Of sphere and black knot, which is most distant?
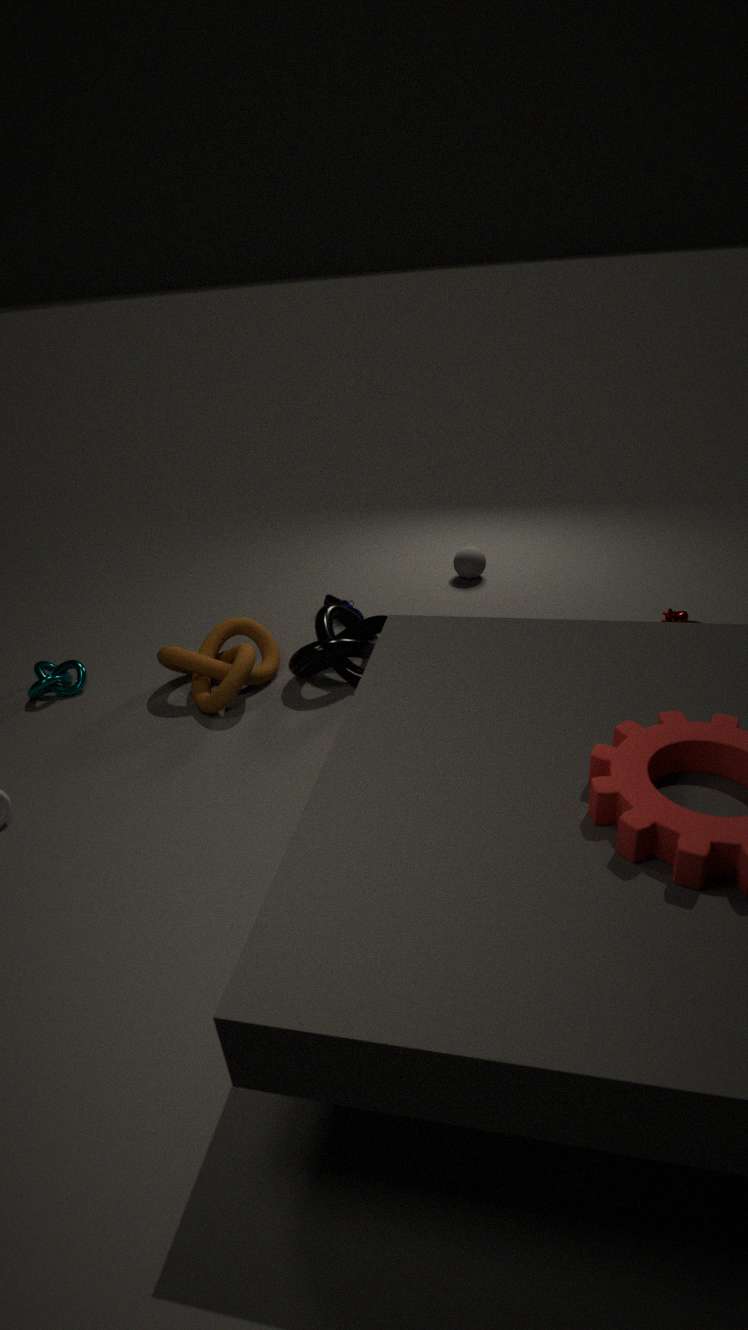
sphere
